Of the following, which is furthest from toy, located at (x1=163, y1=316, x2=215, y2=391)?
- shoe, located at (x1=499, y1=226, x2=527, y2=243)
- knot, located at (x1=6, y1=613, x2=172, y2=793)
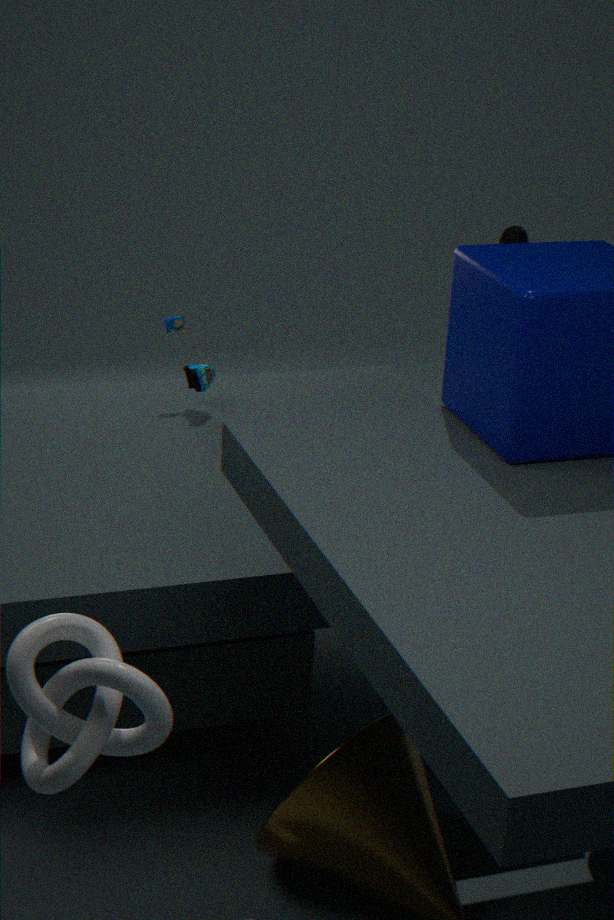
knot, located at (x1=6, y1=613, x2=172, y2=793)
